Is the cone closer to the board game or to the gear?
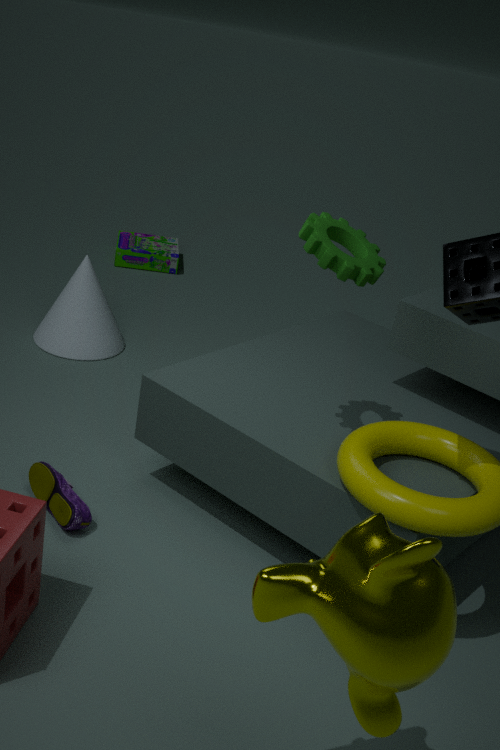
the board game
